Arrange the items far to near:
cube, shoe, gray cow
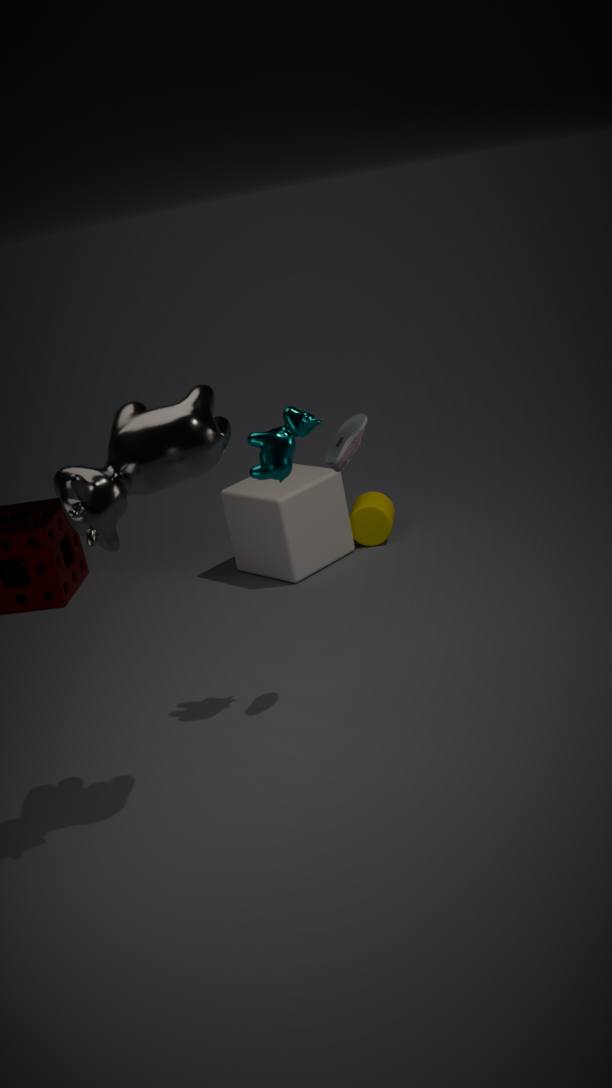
cube → shoe → gray cow
